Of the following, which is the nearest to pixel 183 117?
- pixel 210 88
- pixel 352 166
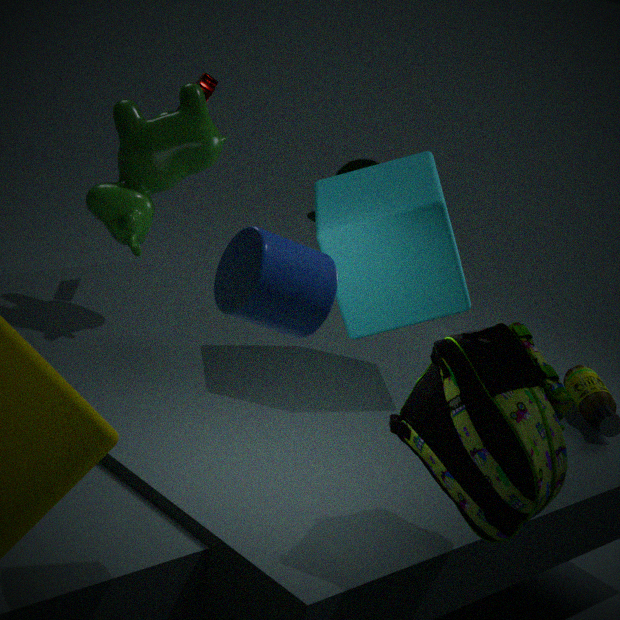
pixel 210 88
